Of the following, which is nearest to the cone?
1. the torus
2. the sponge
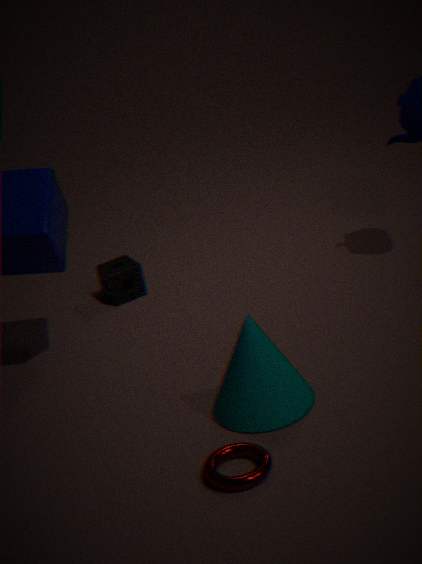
the torus
